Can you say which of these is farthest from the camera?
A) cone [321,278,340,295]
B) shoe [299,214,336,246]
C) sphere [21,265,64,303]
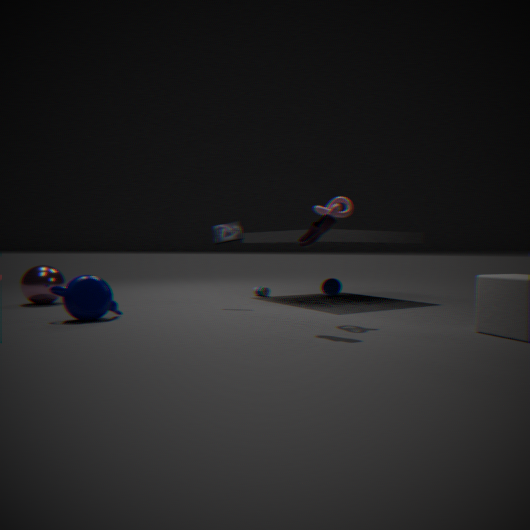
cone [321,278,340,295]
